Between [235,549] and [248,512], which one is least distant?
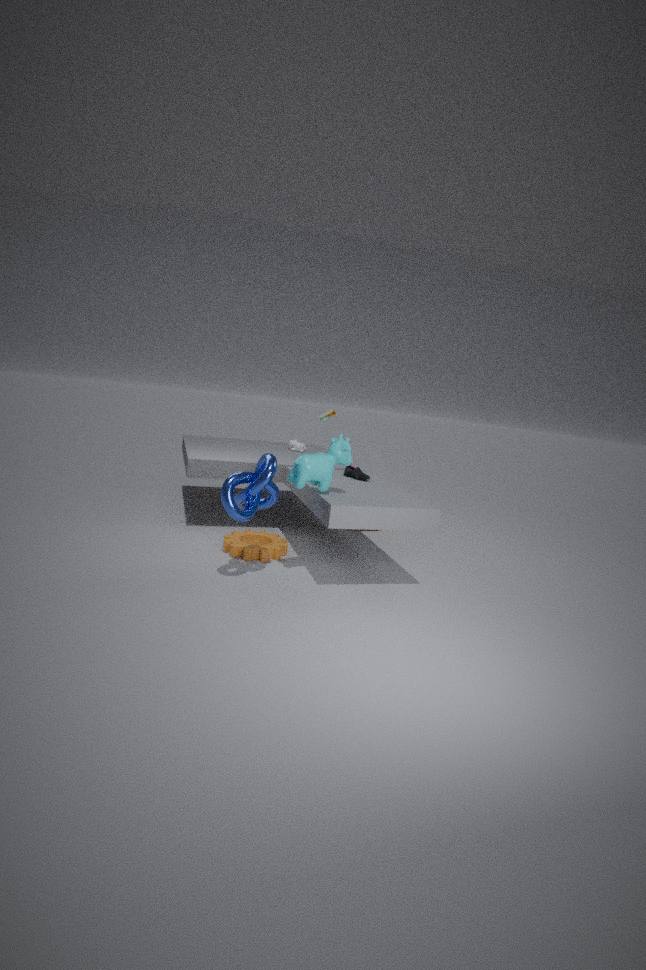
[248,512]
